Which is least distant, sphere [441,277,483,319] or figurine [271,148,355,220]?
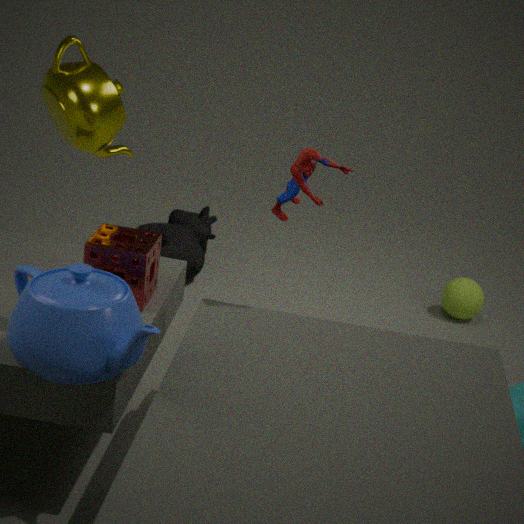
figurine [271,148,355,220]
